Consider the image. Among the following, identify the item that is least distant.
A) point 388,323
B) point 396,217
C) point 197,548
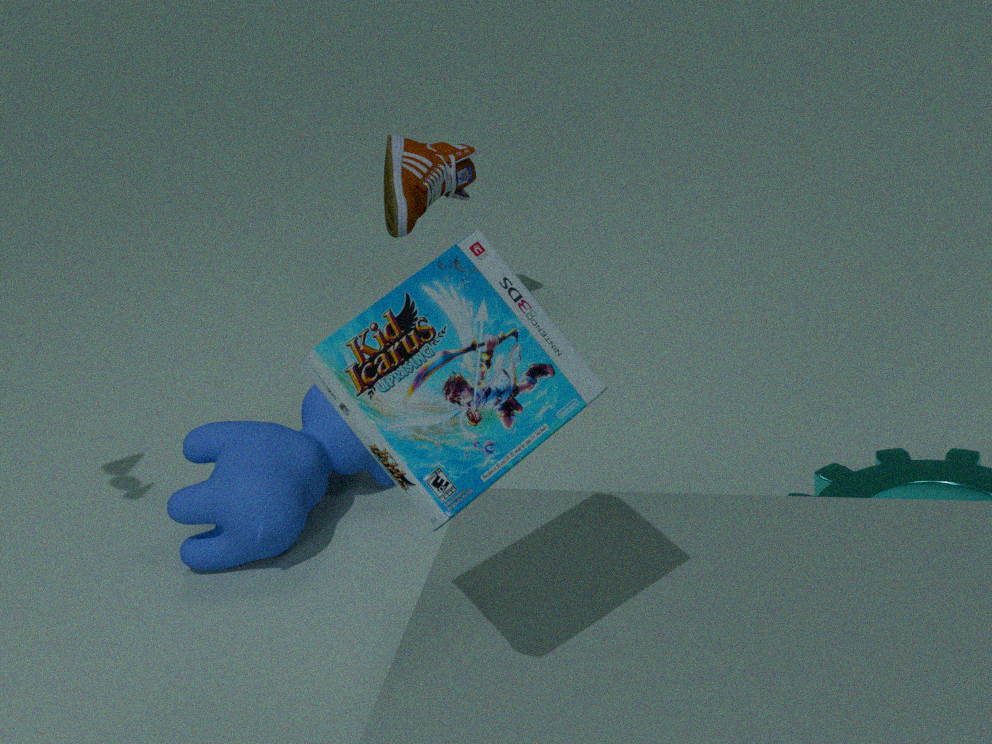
point 388,323
